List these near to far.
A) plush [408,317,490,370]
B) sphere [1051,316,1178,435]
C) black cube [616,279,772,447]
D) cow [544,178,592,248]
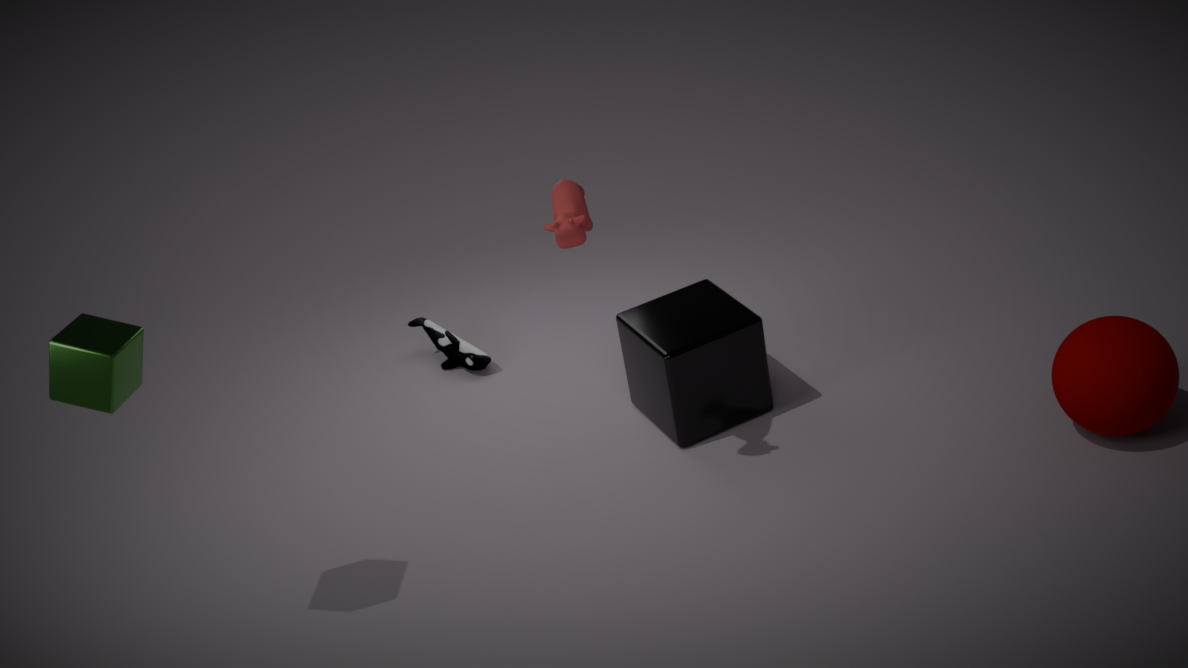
cow [544,178,592,248] → sphere [1051,316,1178,435] → black cube [616,279,772,447] → plush [408,317,490,370]
